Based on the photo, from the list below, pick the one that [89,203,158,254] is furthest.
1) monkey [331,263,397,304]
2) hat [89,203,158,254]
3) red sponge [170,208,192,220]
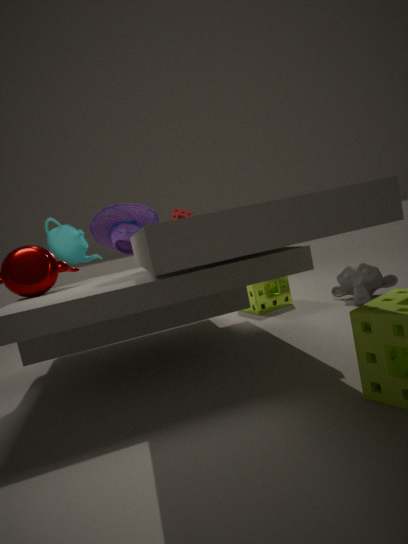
3
